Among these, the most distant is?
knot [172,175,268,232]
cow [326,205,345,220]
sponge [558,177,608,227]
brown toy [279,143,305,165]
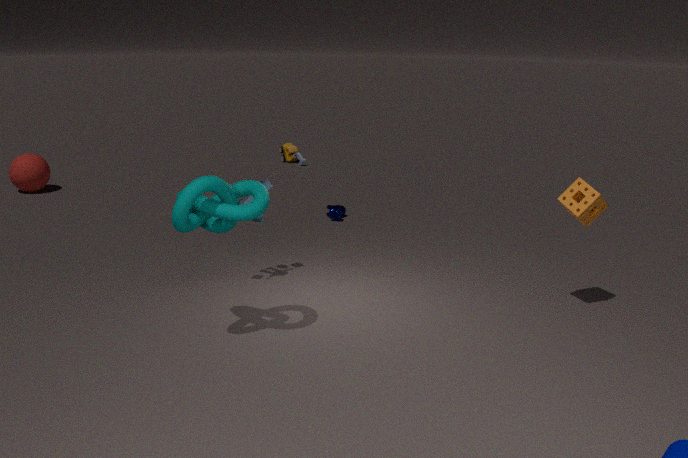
brown toy [279,143,305,165]
